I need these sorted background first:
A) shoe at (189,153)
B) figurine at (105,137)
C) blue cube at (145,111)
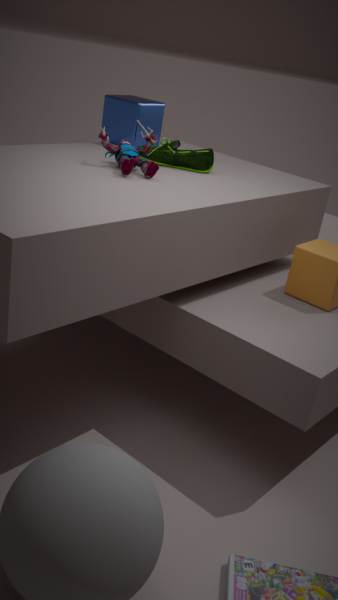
blue cube at (145,111), shoe at (189,153), figurine at (105,137)
